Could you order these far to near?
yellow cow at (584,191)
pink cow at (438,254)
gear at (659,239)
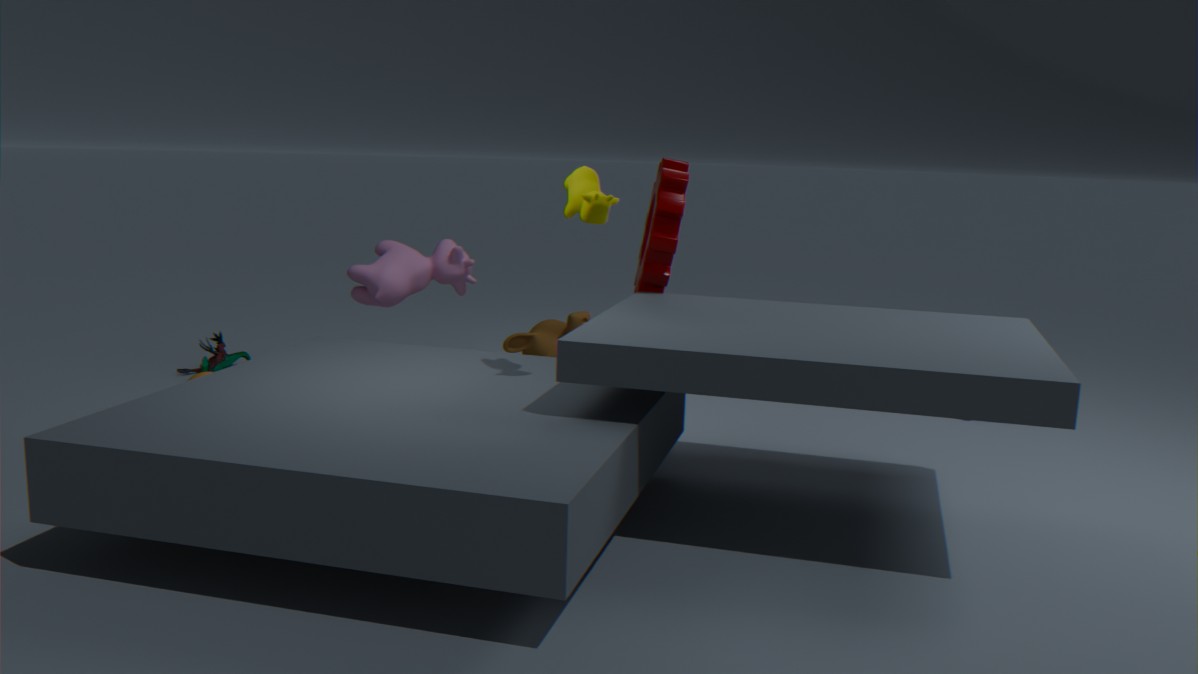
pink cow at (438,254) → gear at (659,239) → yellow cow at (584,191)
